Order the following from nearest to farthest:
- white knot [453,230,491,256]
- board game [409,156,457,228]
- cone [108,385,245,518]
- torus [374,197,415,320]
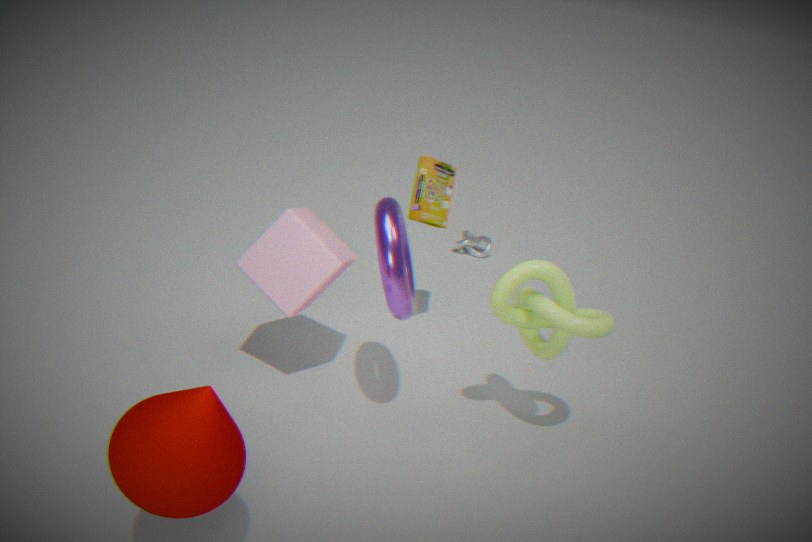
cone [108,385,245,518]
torus [374,197,415,320]
board game [409,156,457,228]
white knot [453,230,491,256]
